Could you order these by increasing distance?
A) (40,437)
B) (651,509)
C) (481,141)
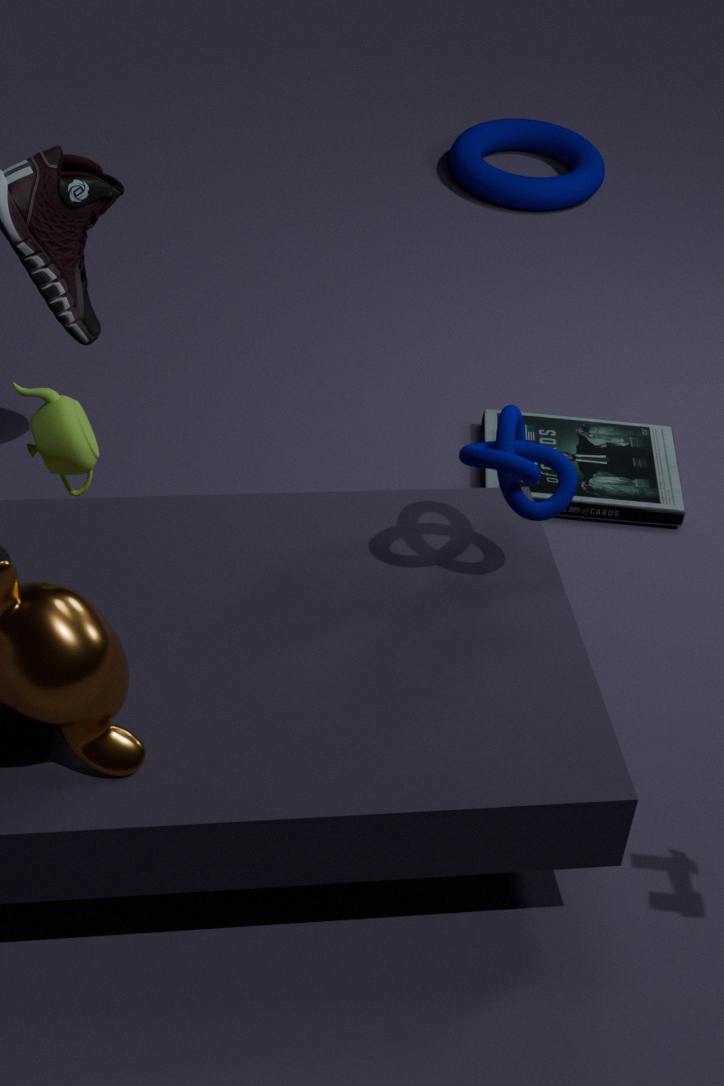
(40,437), (651,509), (481,141)
